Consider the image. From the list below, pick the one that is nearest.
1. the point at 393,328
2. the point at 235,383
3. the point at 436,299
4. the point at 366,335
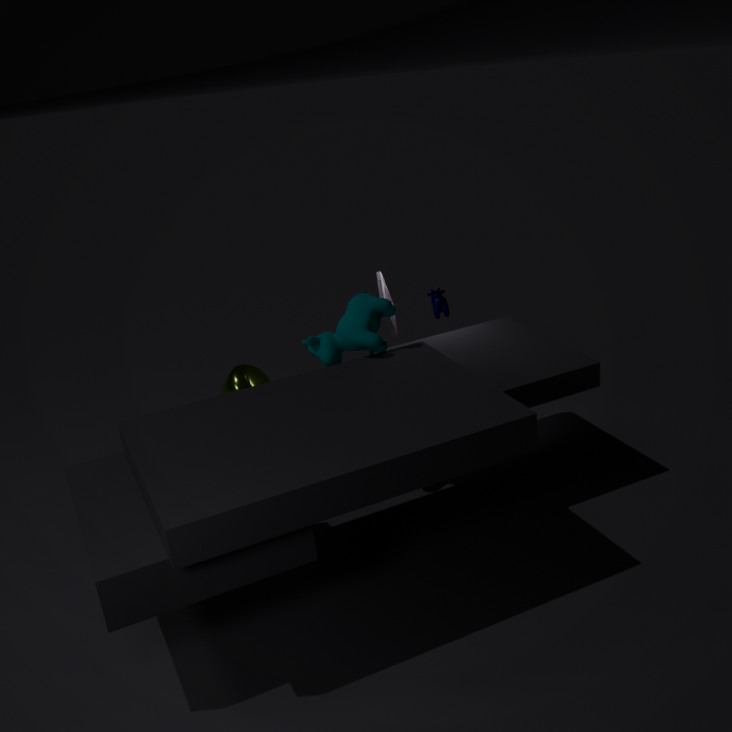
the point at 366,335
